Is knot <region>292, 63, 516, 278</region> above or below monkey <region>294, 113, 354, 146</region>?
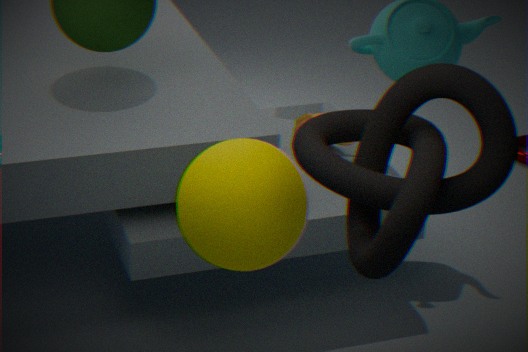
above
